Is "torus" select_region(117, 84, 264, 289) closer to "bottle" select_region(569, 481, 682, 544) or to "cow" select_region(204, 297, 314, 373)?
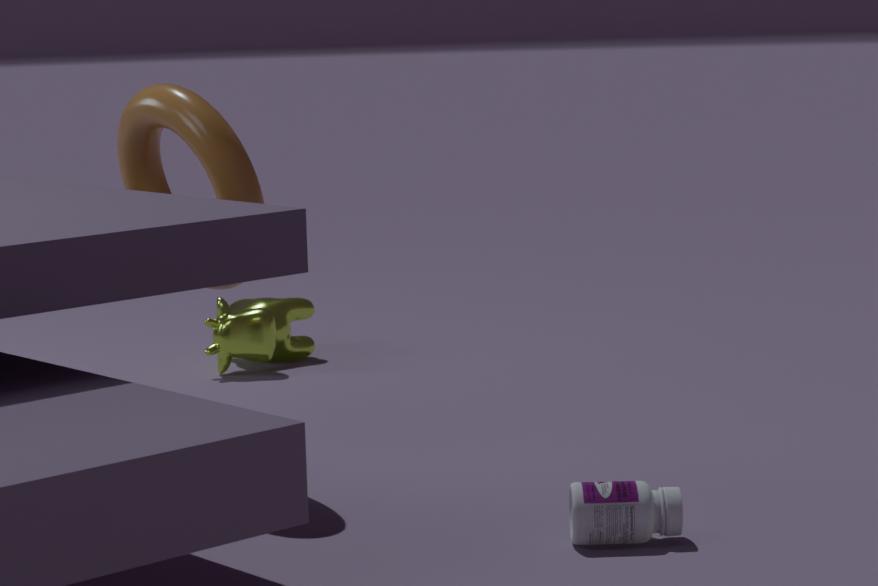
"bottle" select_region(569, 481, 682, 544)
